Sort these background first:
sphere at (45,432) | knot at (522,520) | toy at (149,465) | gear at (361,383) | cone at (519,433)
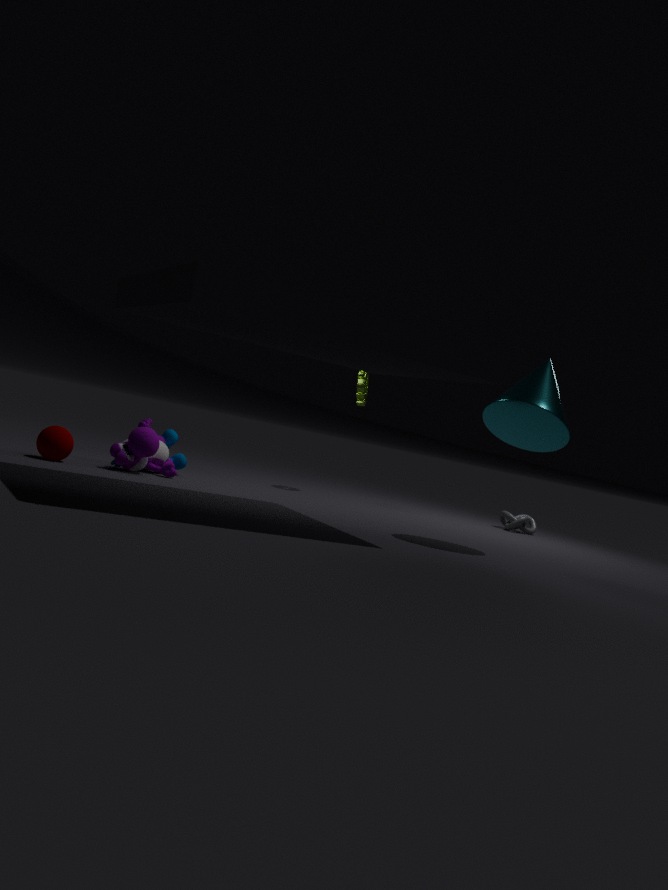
knot at (522,520) < gear at (361,383) < toy at (149,465) < sphere at (45,432) < cone at (519,433)
